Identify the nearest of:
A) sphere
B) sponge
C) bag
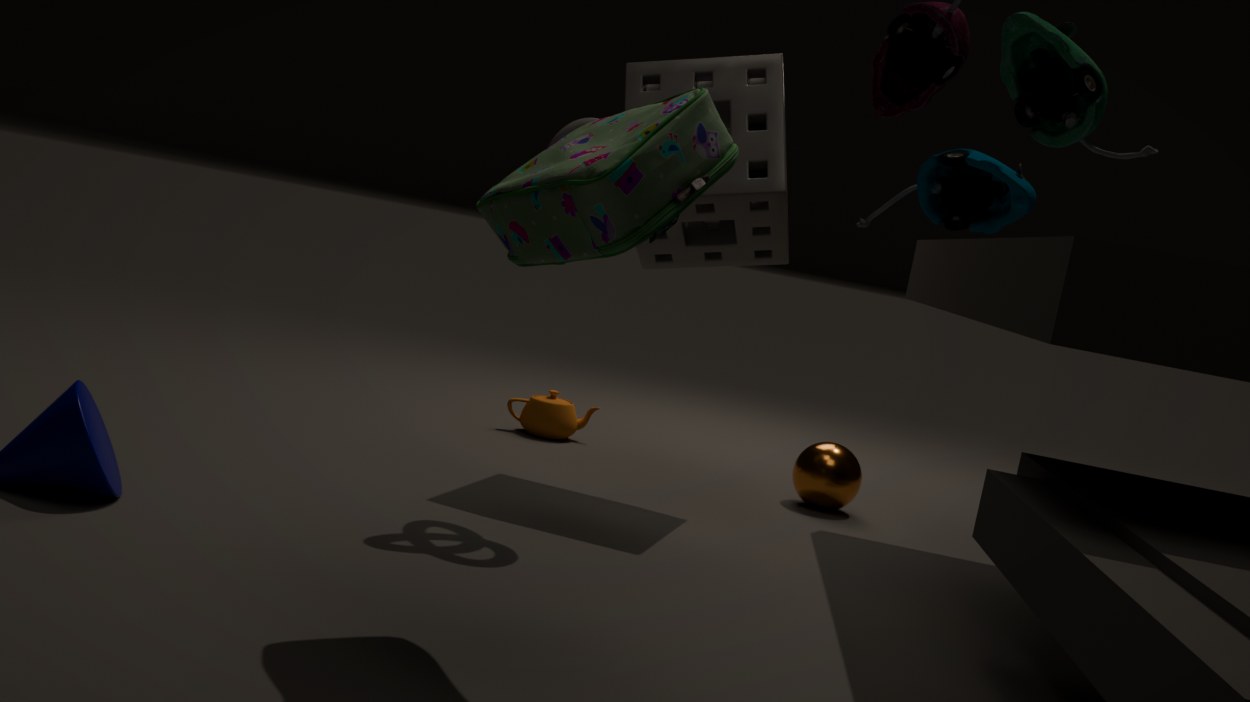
bag
